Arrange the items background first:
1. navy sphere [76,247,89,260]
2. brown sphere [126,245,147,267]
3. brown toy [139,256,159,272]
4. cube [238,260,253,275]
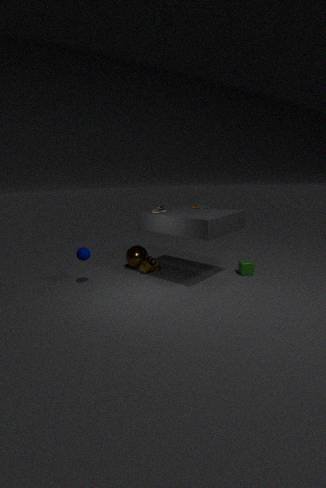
brown sphere [126,245,147,267]
brown toy [139,256,159,272]
cube [238,260,253,275]
navy sphere [76,247,89,260]
